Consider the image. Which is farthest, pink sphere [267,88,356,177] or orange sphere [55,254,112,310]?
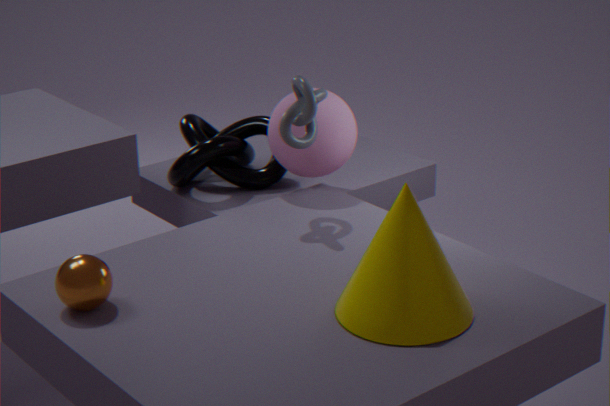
pink sphere [267,88,356,177]
